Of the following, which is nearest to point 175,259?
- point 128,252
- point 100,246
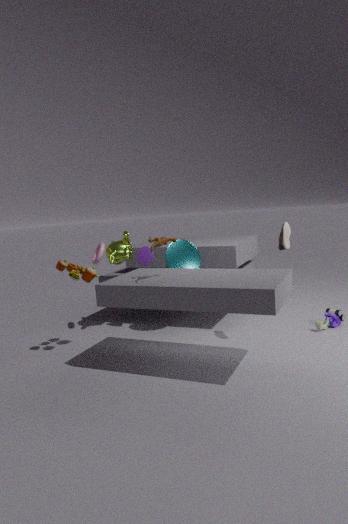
point 128,252
